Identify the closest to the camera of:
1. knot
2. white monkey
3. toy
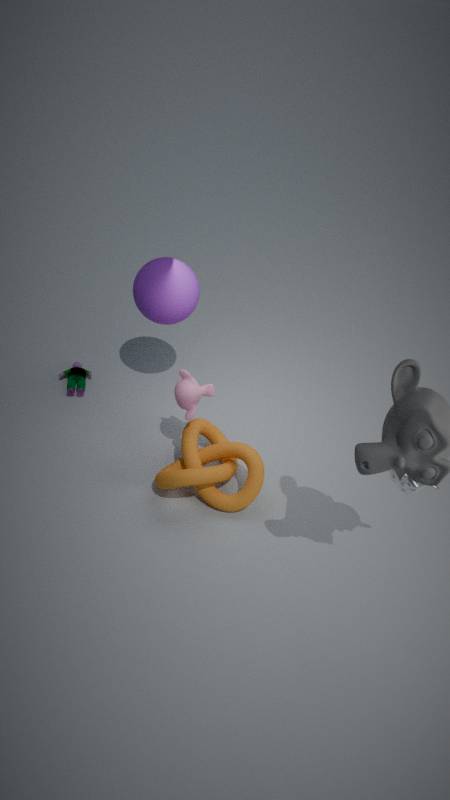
white monkey
